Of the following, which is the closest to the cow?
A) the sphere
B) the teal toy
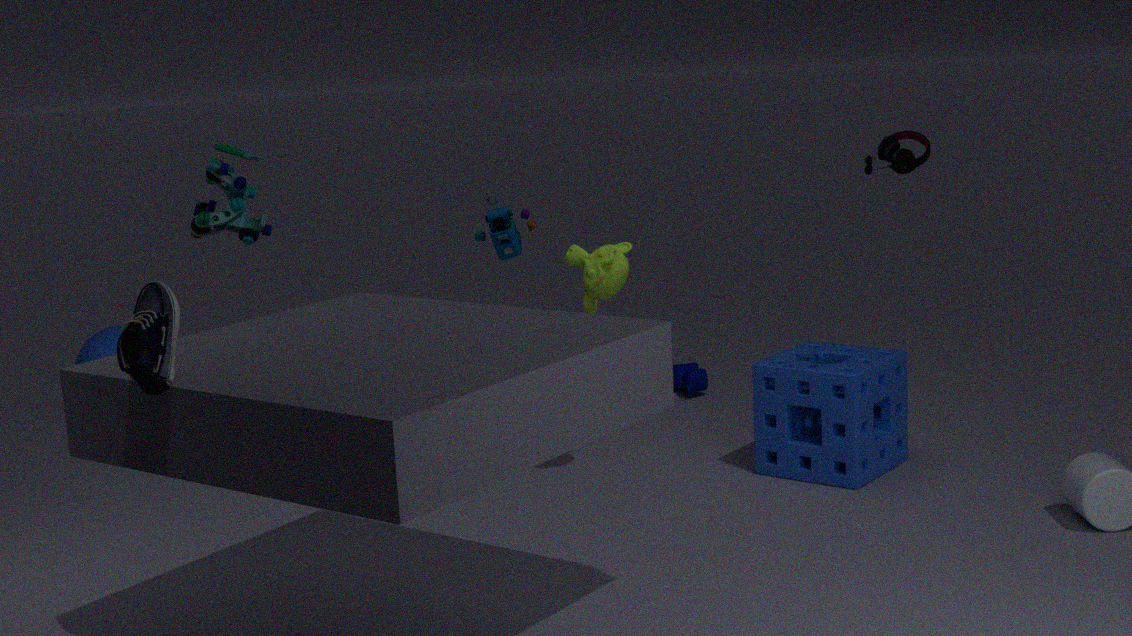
the teal toy
